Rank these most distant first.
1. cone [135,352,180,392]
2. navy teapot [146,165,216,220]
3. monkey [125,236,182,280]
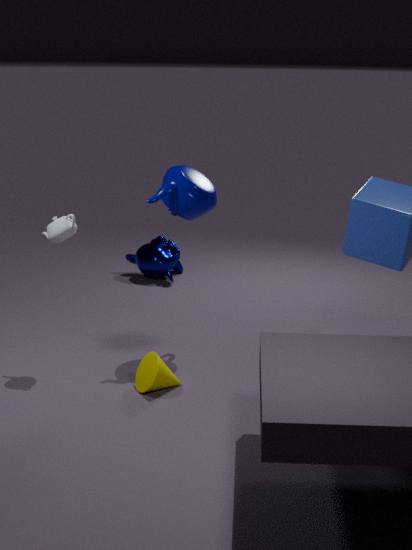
monkey [125,236,182,280], navy teapot [146,165,216,220], cone [135,352,180,392]
